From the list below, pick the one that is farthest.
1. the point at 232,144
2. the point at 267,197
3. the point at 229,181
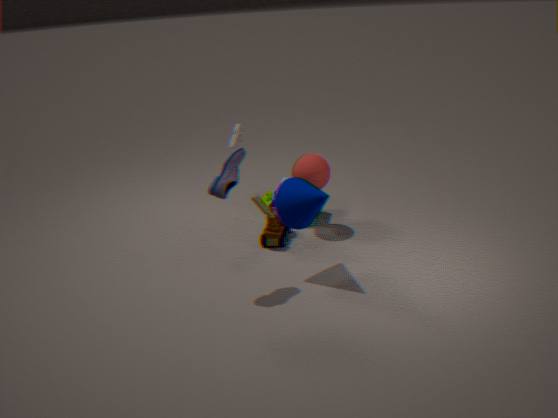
the point at 267,197
